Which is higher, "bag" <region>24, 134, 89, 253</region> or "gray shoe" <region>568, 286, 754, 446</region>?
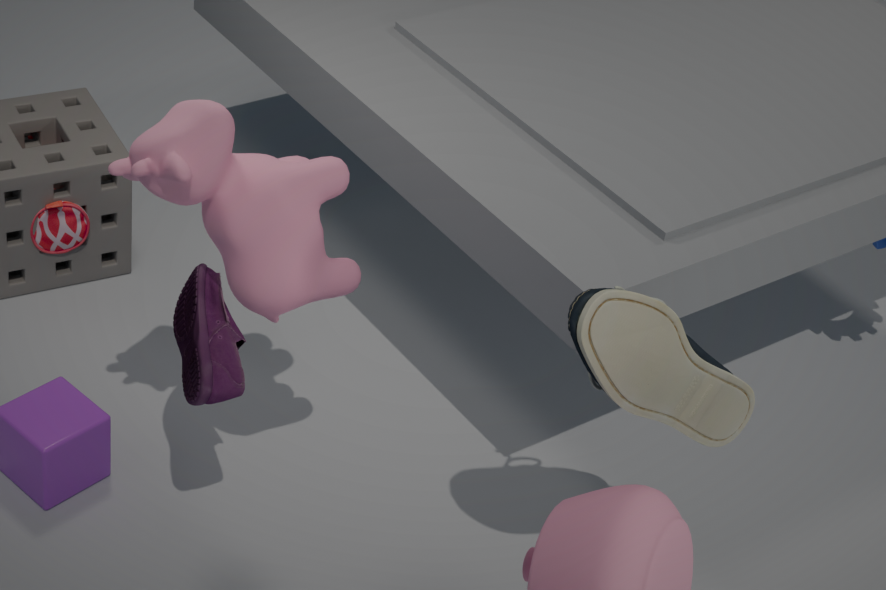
"gray shoe" <region>568, 286, 754, 446</region>
